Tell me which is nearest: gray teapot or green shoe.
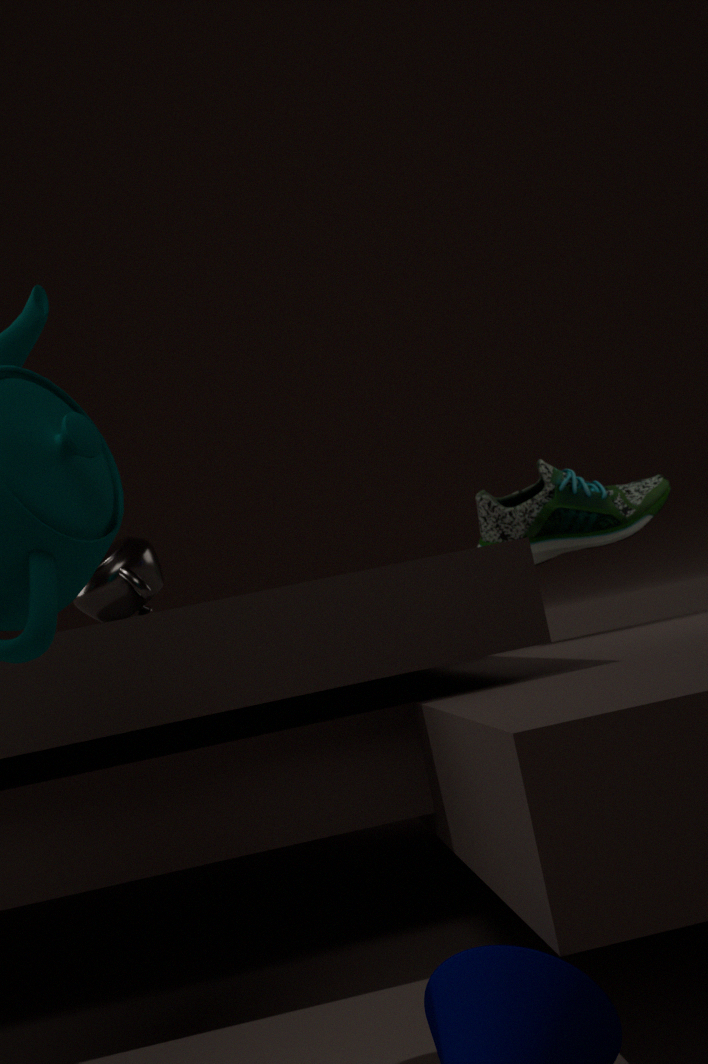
gray teapot
